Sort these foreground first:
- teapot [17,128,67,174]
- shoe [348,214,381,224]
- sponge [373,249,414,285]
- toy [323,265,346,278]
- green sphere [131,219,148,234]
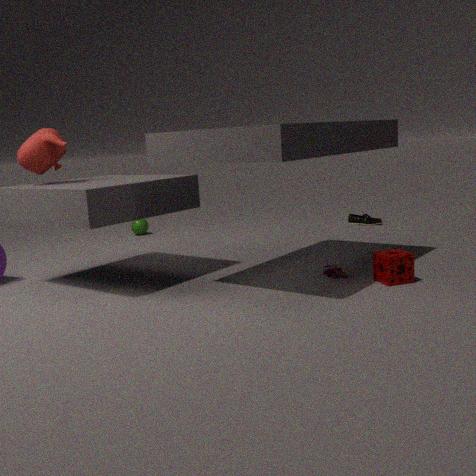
sponge [373,249,414,285], teapot [17,128,67,174], toy [323,265,346,278], shoe [348,214,381,224], green sphere [131,219,148,234]
